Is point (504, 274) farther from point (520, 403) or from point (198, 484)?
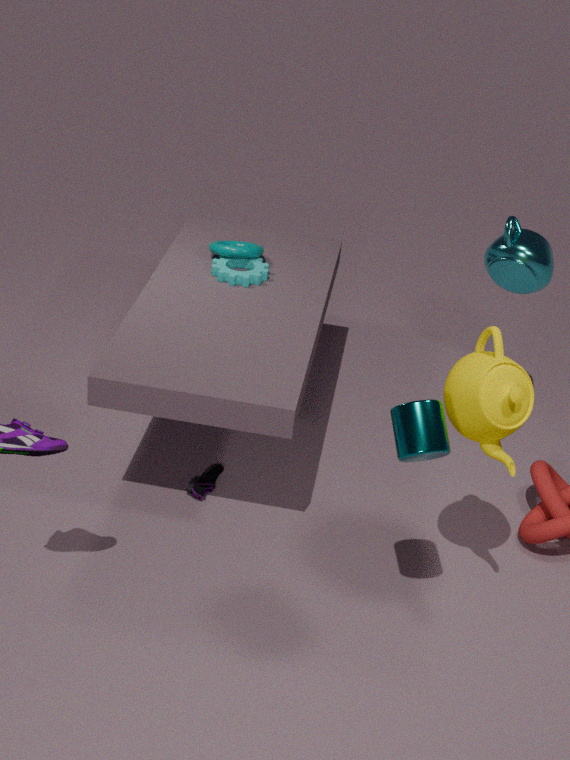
point (198, 484)
